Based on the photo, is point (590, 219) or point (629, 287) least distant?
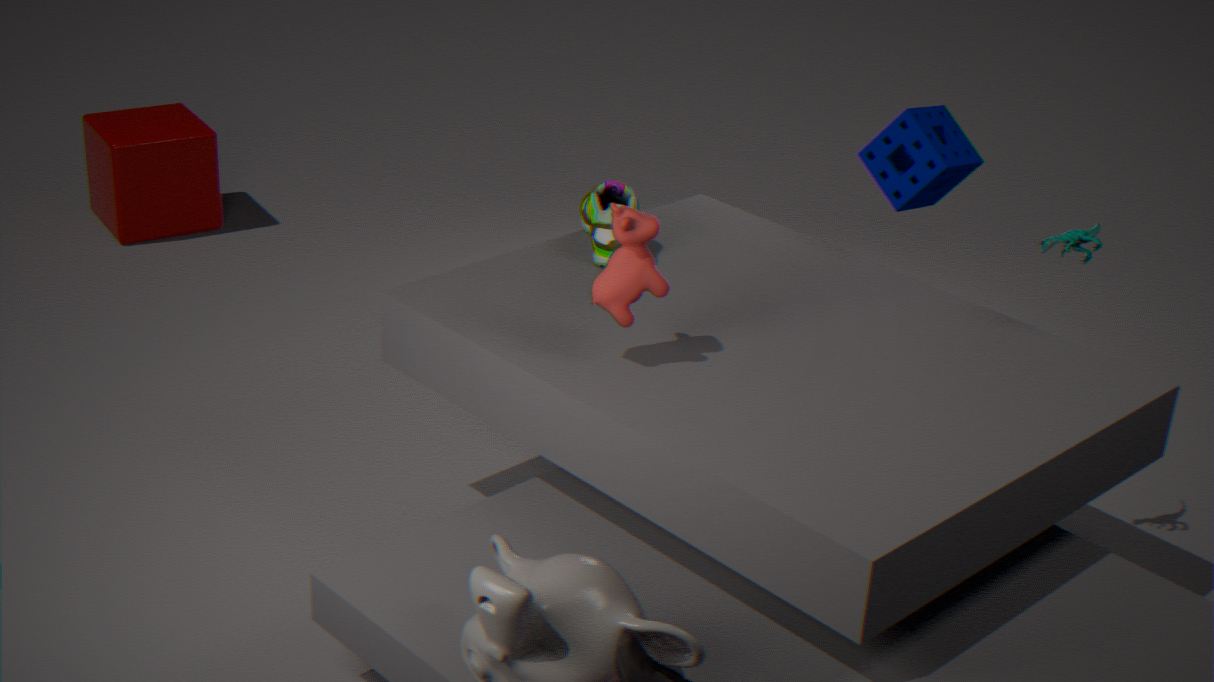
point (629, 287)
